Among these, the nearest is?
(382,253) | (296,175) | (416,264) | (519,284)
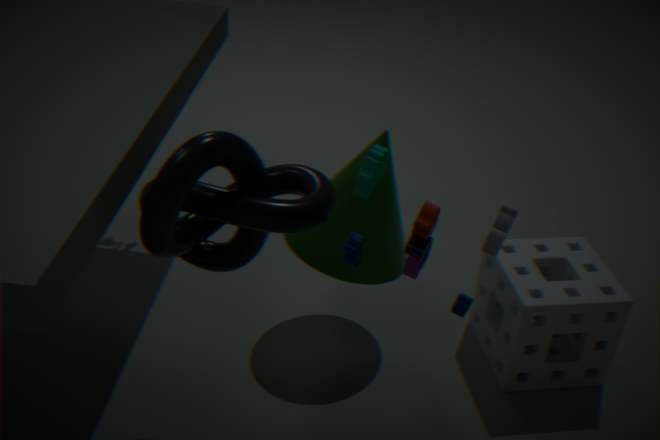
(416,264)
